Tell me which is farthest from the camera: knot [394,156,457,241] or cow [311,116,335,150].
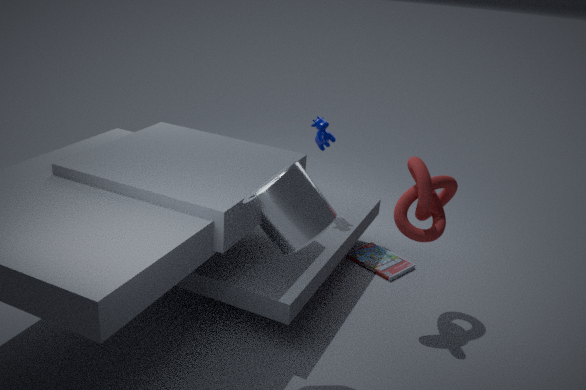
cow [311,116,335,150]
